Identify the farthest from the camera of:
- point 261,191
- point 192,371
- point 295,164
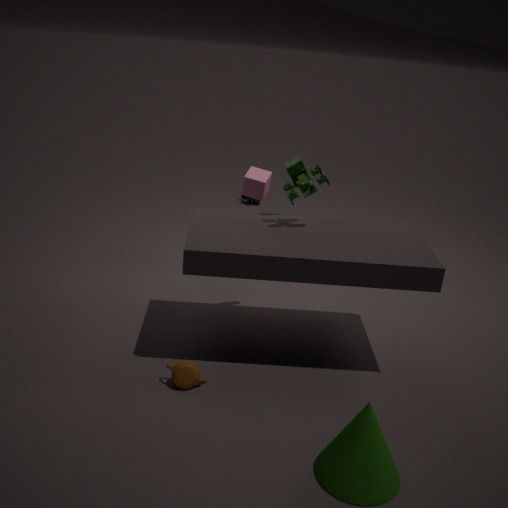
point 261,191
